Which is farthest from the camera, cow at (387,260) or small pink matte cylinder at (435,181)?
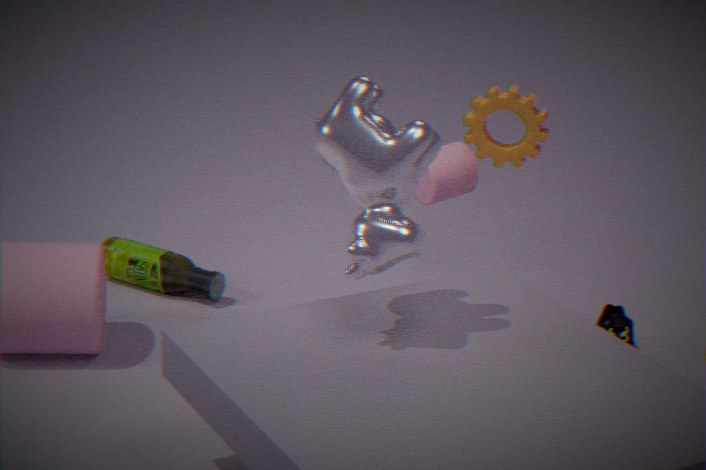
small pink matte cylinder at (435,181)
